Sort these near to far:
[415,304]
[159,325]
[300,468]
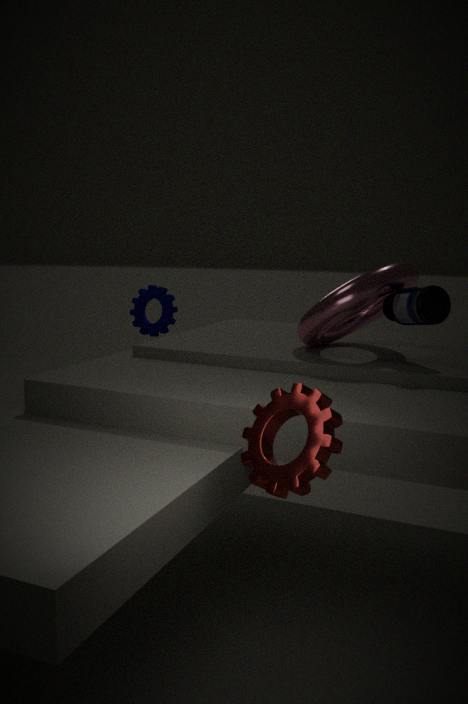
[300,468] < [415,304] < [159,325]
